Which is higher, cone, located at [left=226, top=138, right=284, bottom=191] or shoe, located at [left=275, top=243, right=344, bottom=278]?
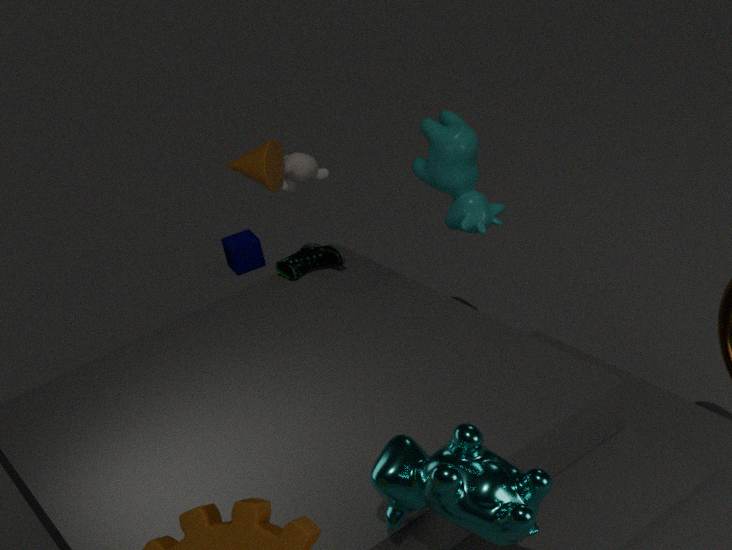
cone, located at [left=226, top=138, right=284, bottom=191]
